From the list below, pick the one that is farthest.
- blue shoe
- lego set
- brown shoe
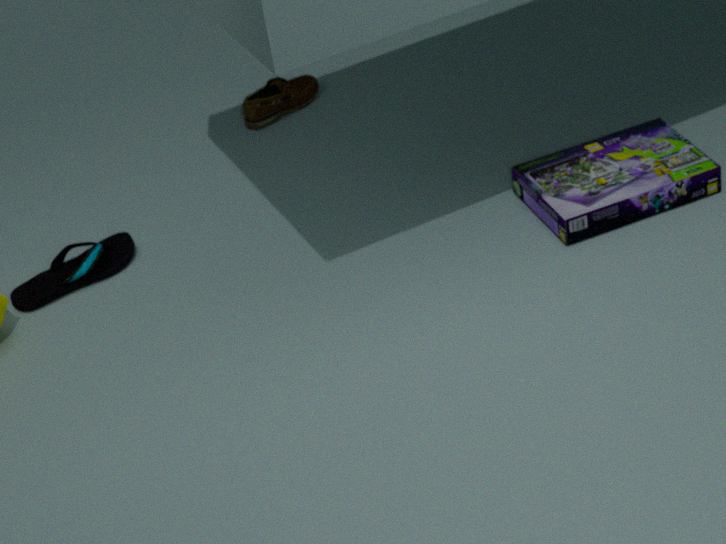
brown shoe
